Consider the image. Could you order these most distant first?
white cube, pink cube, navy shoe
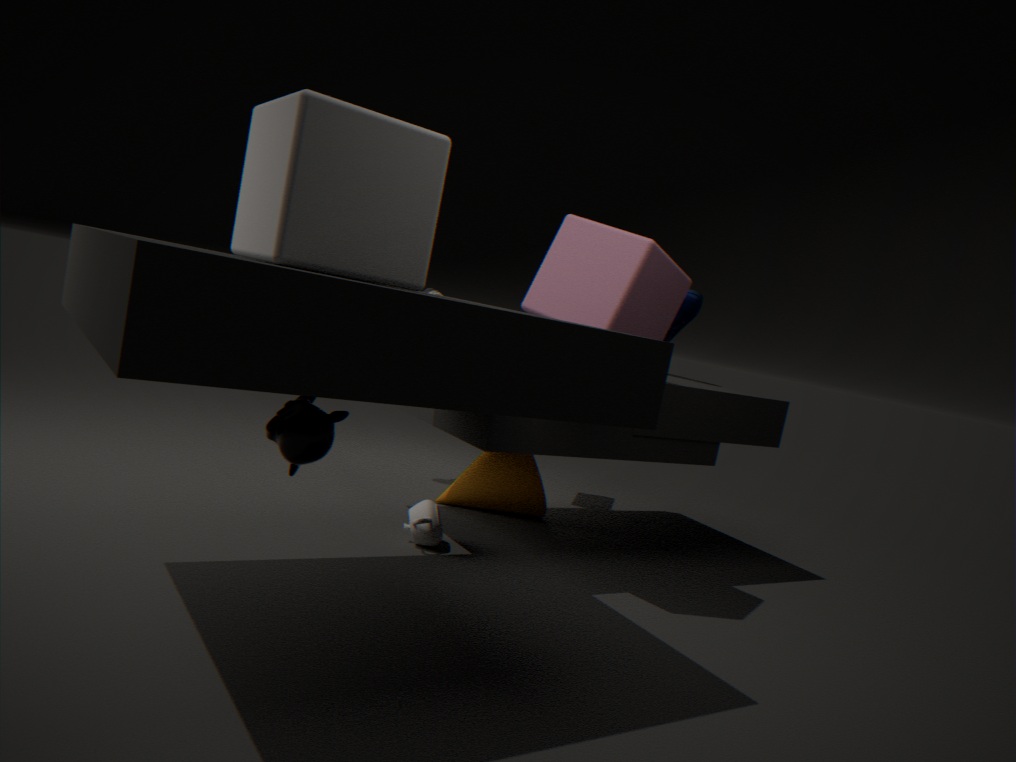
1. navy shoe
2. pink cube
3. white cube
